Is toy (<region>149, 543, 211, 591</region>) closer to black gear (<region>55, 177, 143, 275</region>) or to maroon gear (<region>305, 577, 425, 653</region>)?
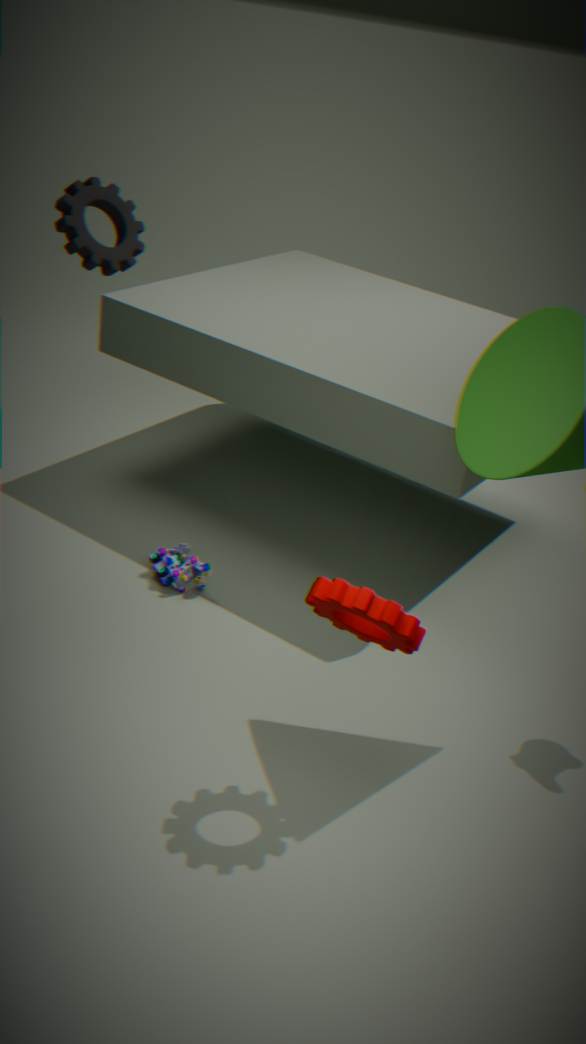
maroon gear (<region>305, 577, 425, 653</region>)
